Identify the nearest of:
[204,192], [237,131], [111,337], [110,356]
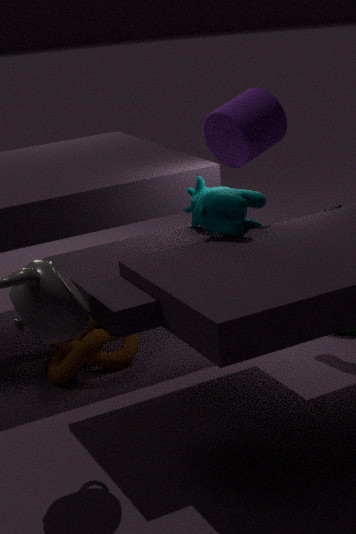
[204,192]
